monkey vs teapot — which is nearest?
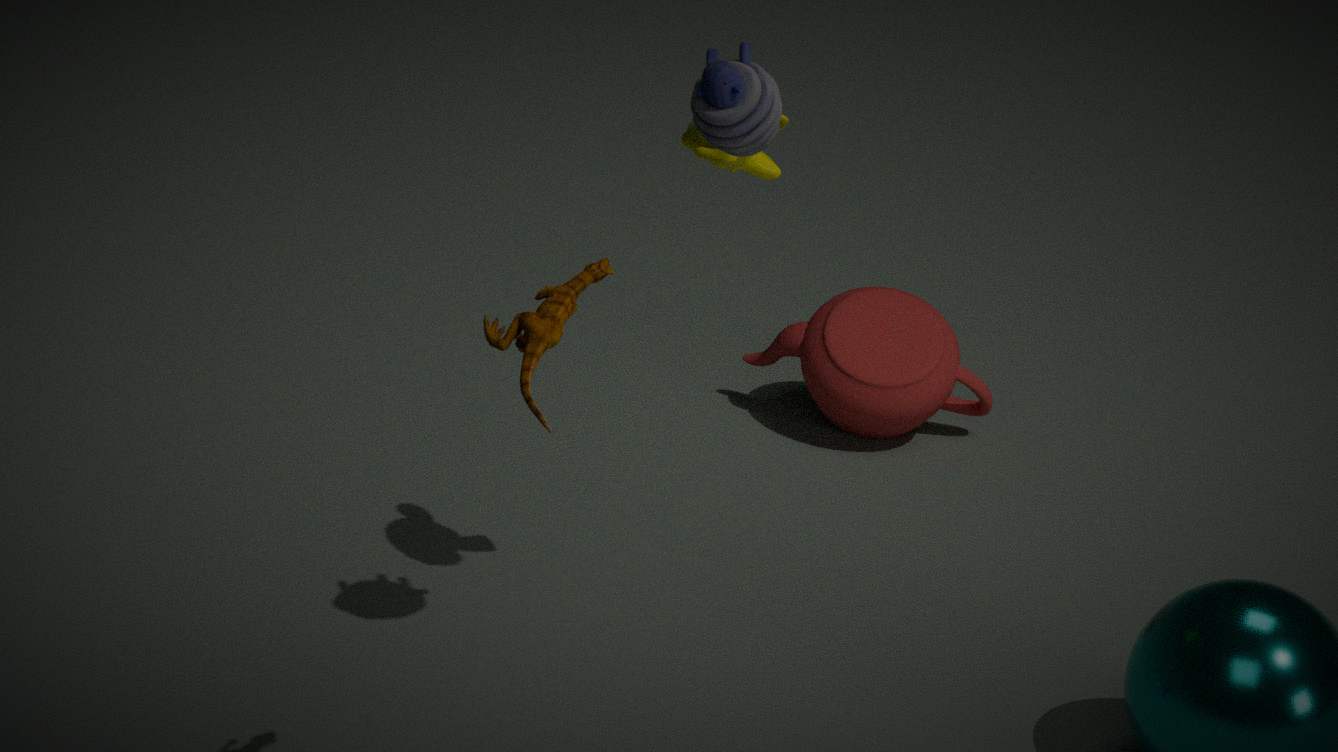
monkey
